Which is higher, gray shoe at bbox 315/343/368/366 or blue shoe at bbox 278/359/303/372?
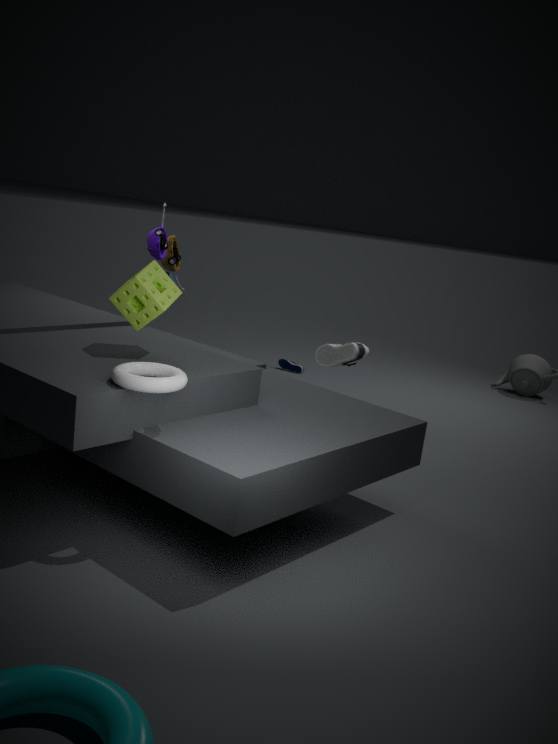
gray shoe at bbox 315/343/368/366
